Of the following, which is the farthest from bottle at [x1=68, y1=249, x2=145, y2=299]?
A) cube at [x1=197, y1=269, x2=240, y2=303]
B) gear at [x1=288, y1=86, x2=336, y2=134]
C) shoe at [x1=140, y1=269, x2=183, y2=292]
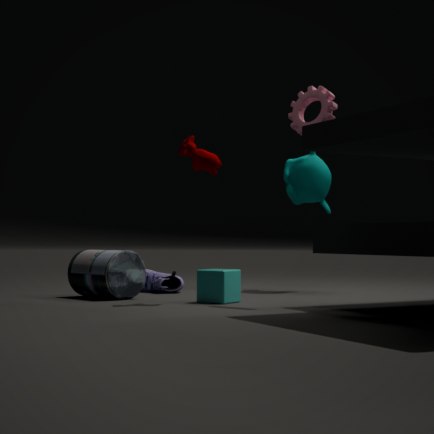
gear at [x1=288, y1=86, x2=336, y2=134]
